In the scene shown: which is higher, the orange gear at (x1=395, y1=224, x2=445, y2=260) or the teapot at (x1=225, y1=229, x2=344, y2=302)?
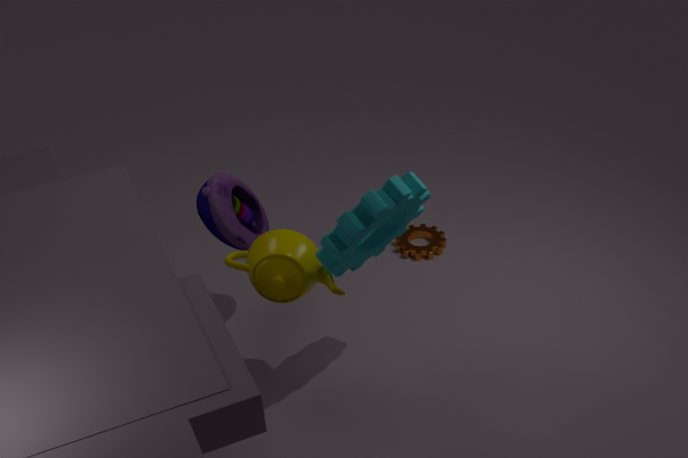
the teapot at (x1=225, y1=229, x2=344, y2=302)
